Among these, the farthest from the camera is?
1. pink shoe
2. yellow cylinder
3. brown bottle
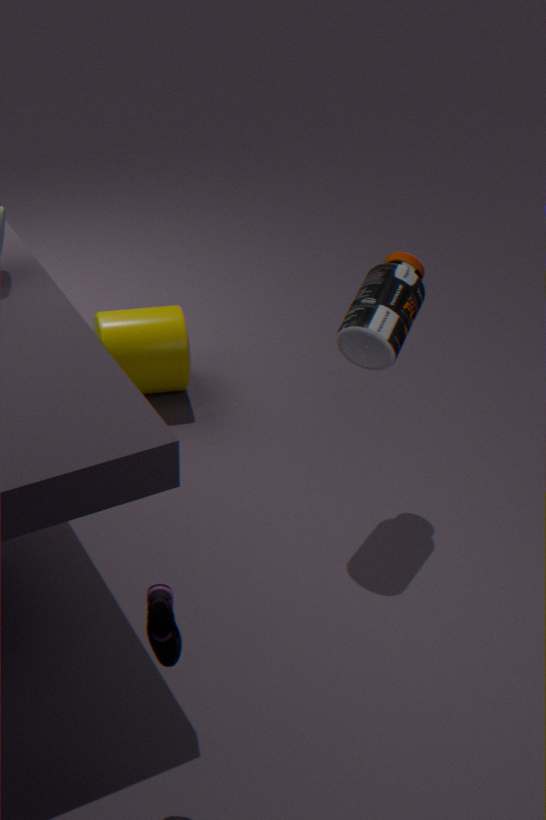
yellow cylinder
